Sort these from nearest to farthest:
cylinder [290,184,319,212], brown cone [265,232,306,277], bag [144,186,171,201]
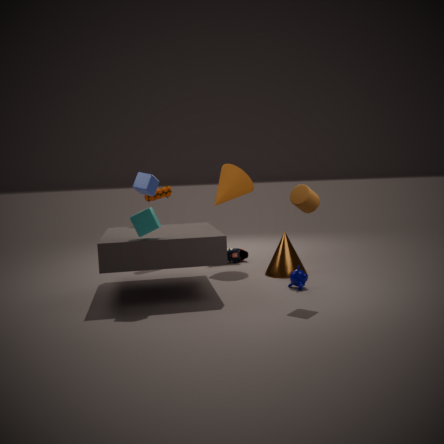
cylinder [290,184,319,212], brown cone [265,232,306,277], bag [144,186,171,201]
